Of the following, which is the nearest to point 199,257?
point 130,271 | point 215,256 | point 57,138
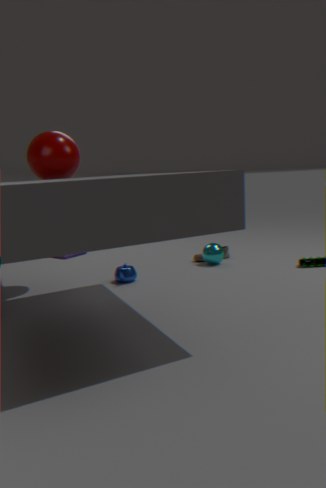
point 215,256
